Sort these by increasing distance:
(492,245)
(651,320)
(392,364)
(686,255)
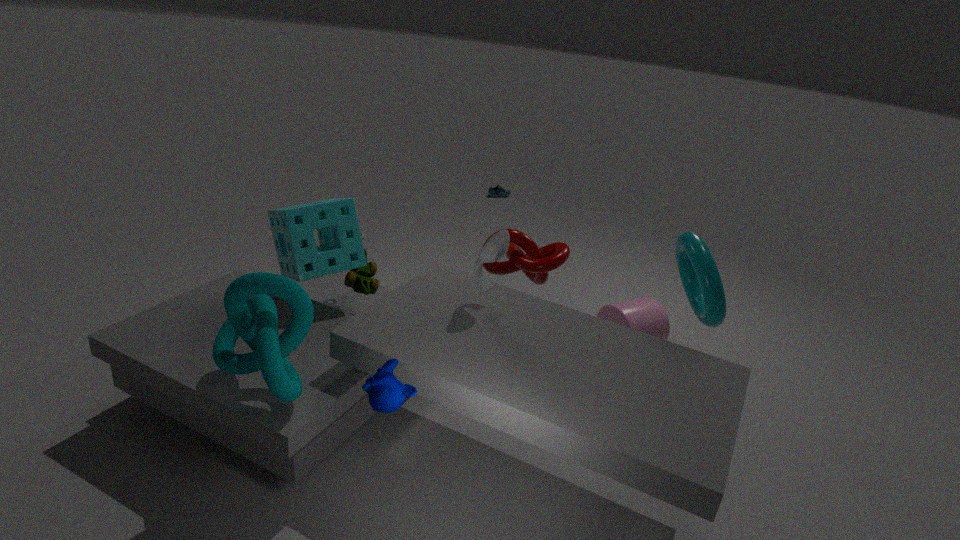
(392,364), (492,245), (686,255), (651,320)
